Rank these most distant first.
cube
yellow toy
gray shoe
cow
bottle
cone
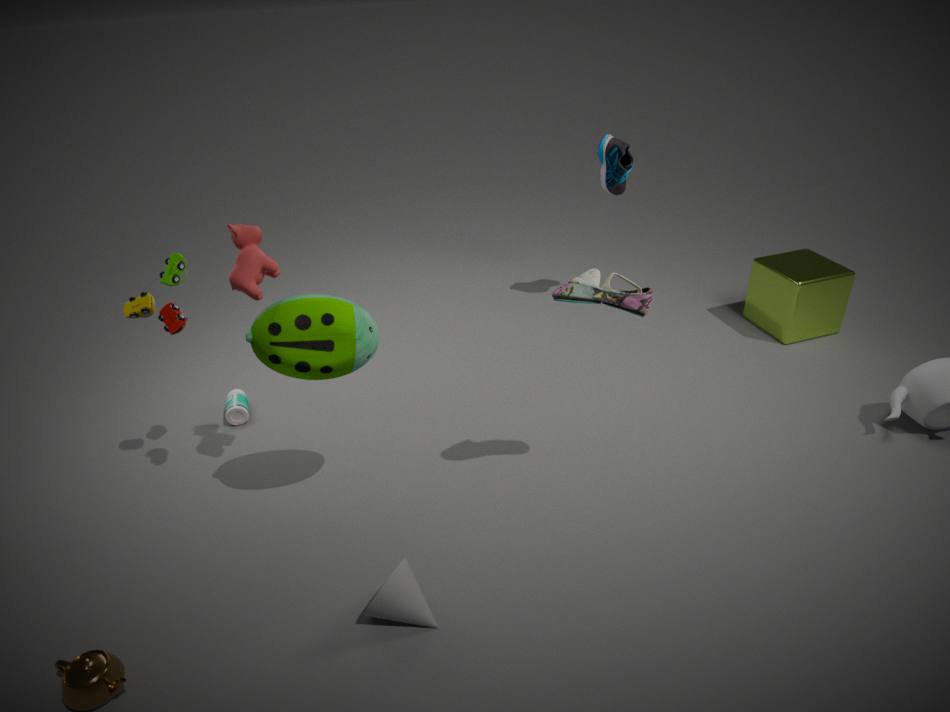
1. cube
2. bottle
3. yellow toy
4. cow
5. gray shoe
6. cone
